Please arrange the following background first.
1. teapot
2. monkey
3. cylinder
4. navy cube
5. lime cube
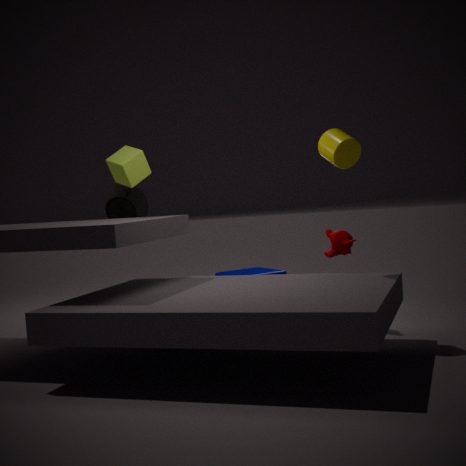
teapot
navy cube
lime cube
monkey
cylinder
